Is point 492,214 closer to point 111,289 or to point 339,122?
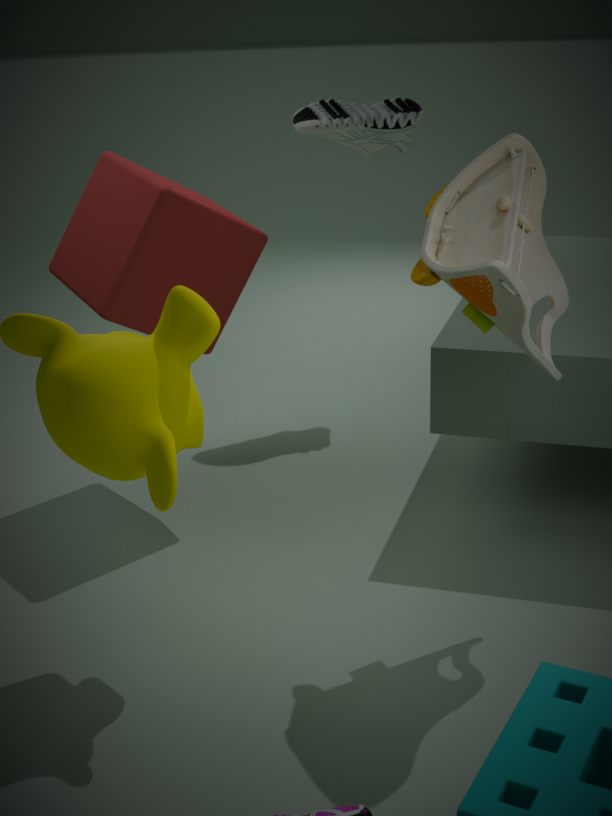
point 111,289
